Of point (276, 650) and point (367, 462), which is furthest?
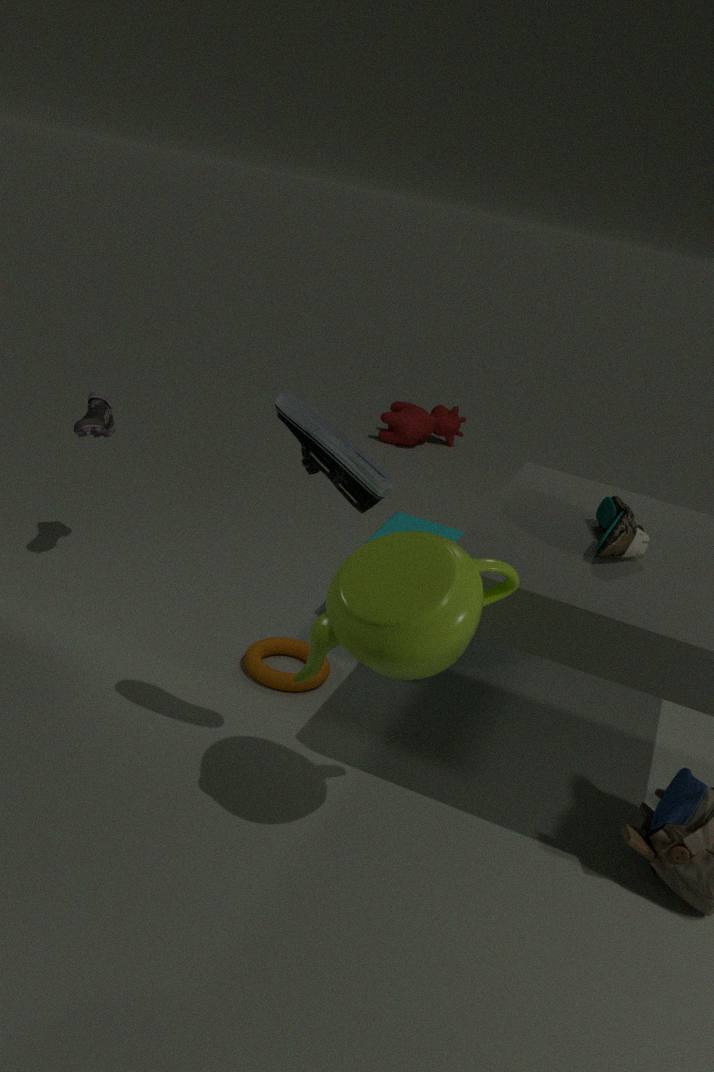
point (276, 650)
